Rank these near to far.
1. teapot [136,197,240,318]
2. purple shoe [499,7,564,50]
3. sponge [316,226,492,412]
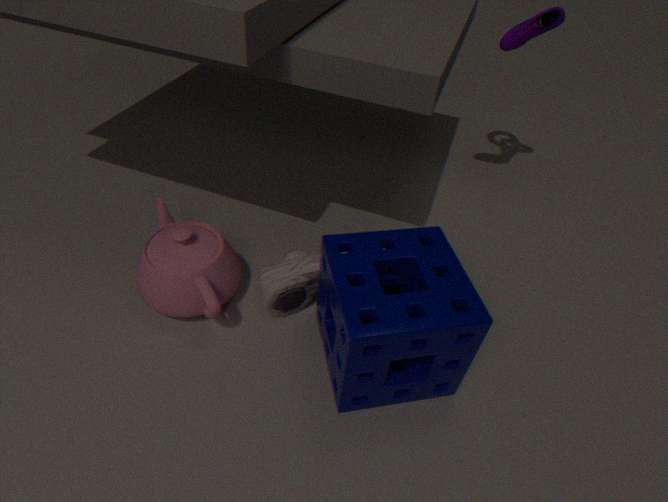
sponge [316,226,492,412] → teapot [136,197,240,318] → purple shoe [499,7,564,50]
